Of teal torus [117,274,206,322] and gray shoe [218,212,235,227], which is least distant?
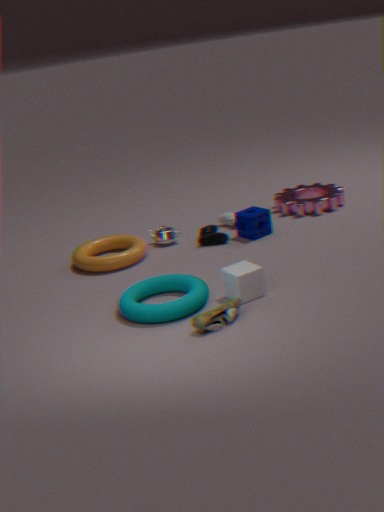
teal torus [117,274,206,322]
